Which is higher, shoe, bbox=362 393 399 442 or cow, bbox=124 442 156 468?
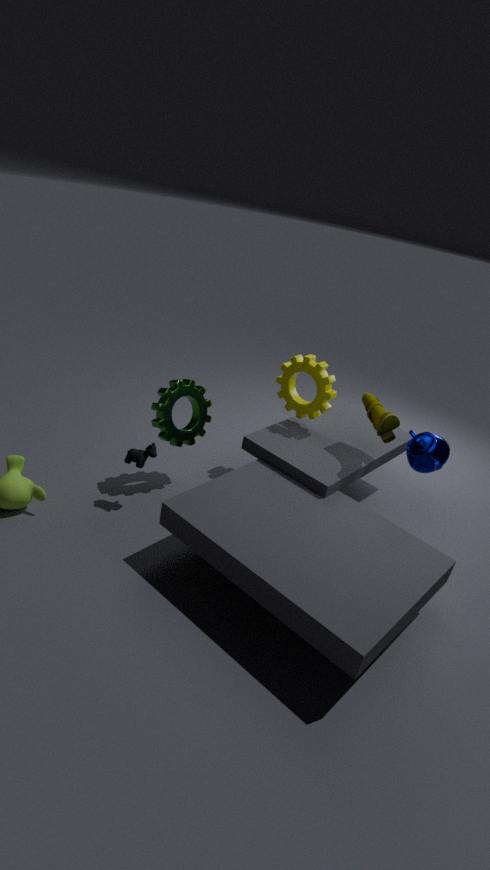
shoe, bbox=362 393 399 442
